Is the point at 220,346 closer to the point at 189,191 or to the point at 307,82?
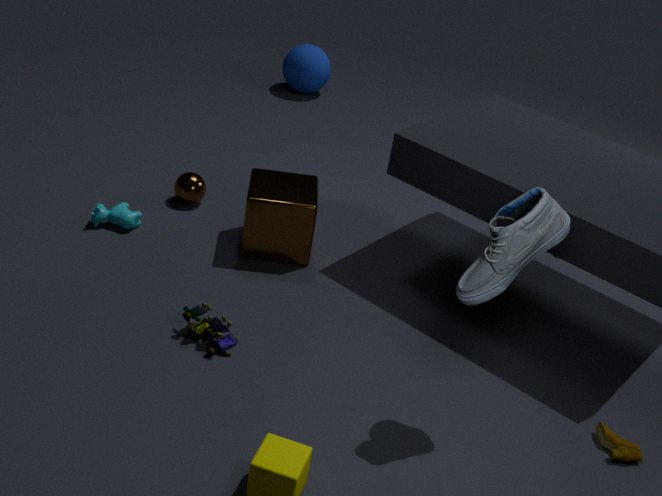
the point at 189,191
